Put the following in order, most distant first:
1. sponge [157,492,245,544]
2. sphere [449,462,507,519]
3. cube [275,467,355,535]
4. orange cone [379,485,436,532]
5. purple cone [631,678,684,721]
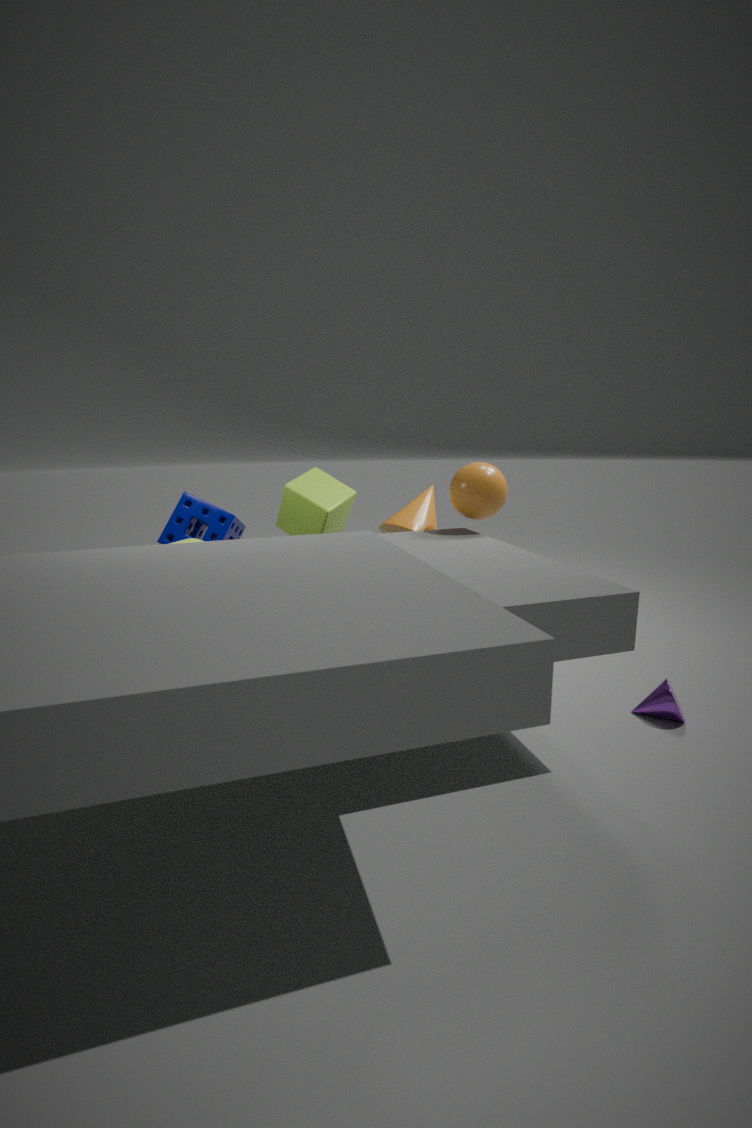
orange cone [379,485,436,532] < cube [275,467,355,535] < sponge [157,492,245,544] < sphere [449,462,507,519] < purple cone [631,678,684,721]
